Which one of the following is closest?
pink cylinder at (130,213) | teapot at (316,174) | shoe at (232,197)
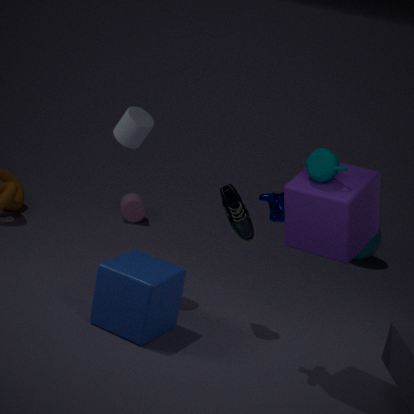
teapot at (316,174)
